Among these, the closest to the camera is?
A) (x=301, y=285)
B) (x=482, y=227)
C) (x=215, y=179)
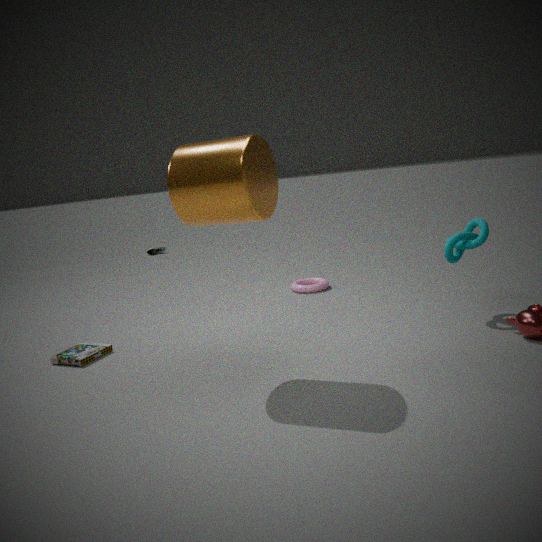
C. (x=215, y=179)
